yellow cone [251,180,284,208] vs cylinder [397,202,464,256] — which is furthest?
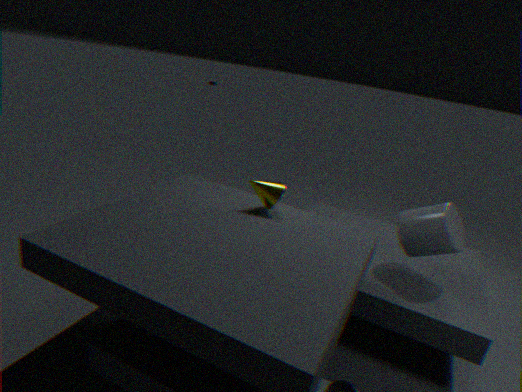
cylinder [397,202,464,256]
